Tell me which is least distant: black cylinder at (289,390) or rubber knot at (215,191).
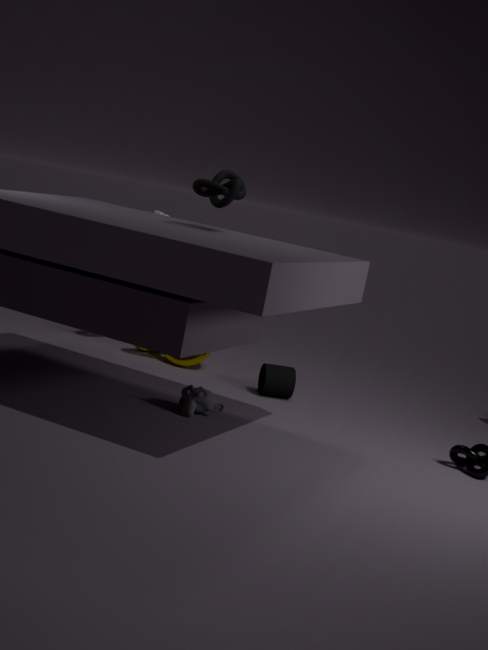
rubber knot at (215,191)
